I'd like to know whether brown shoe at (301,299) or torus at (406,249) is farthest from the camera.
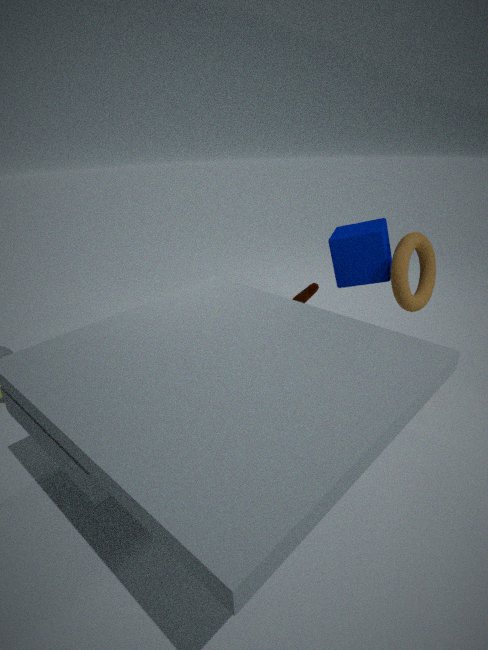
brown shoe at (301,299)
